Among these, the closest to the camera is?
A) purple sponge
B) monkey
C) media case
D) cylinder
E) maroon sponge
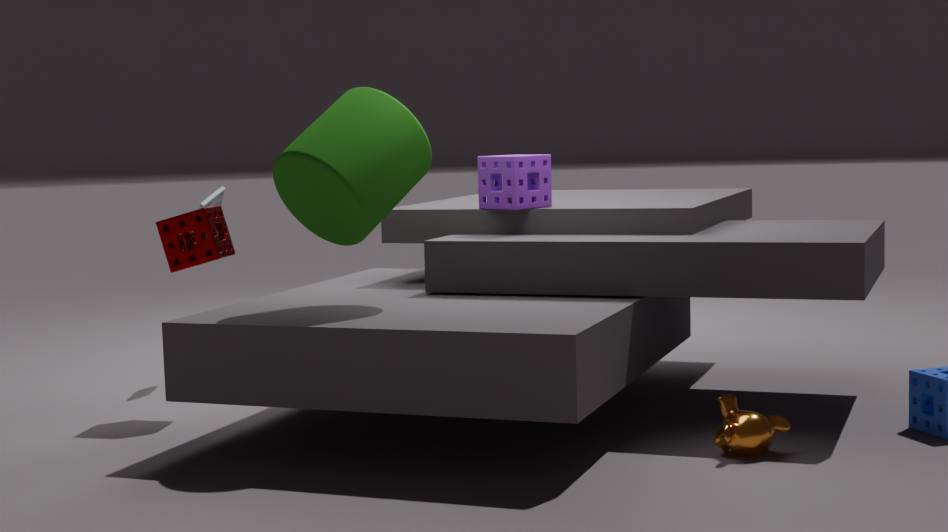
monkey
